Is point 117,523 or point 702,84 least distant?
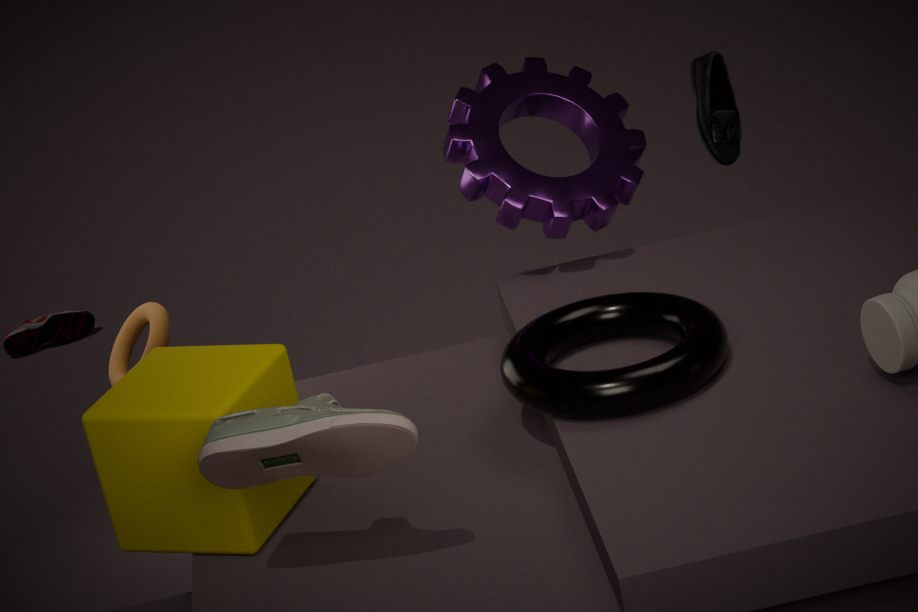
point 117,523
